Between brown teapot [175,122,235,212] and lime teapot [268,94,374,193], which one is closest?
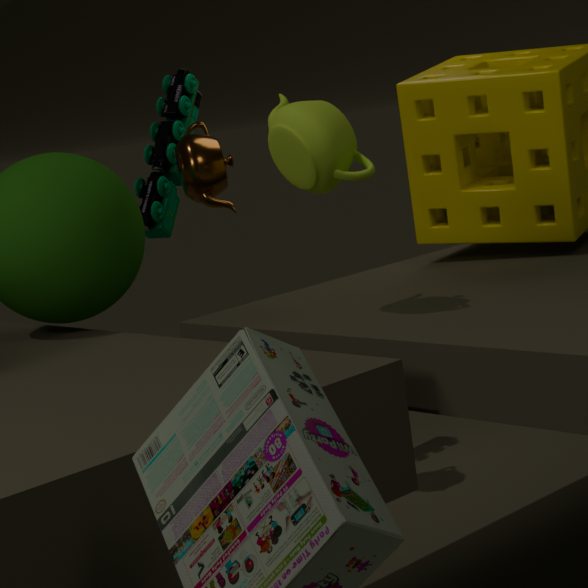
lime teapot [268,94,374,193]
